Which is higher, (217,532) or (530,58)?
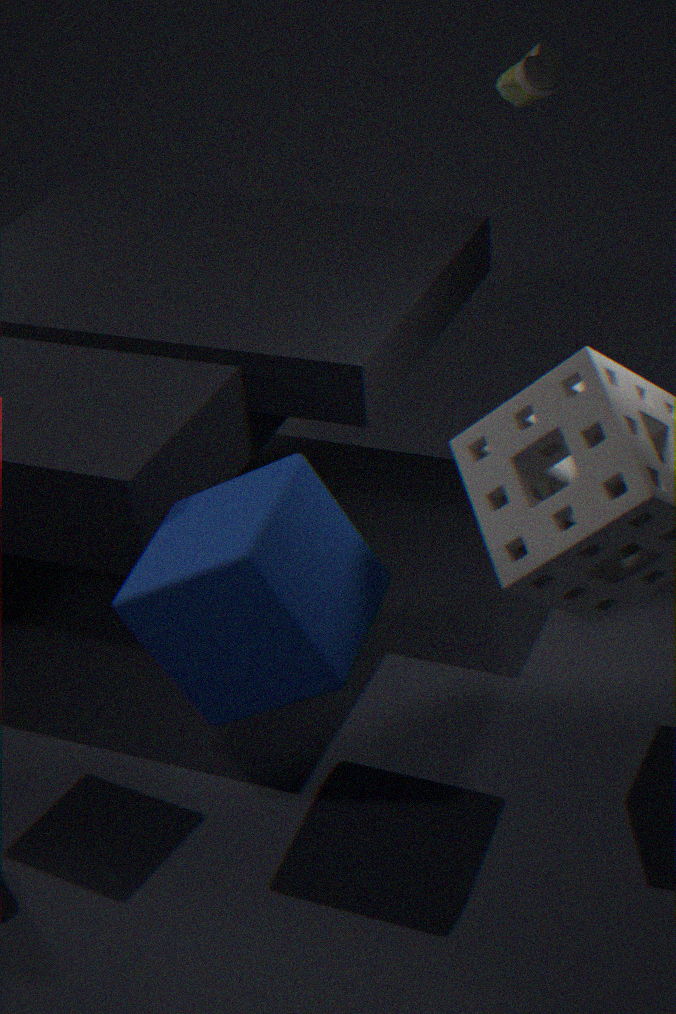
(530,58)
